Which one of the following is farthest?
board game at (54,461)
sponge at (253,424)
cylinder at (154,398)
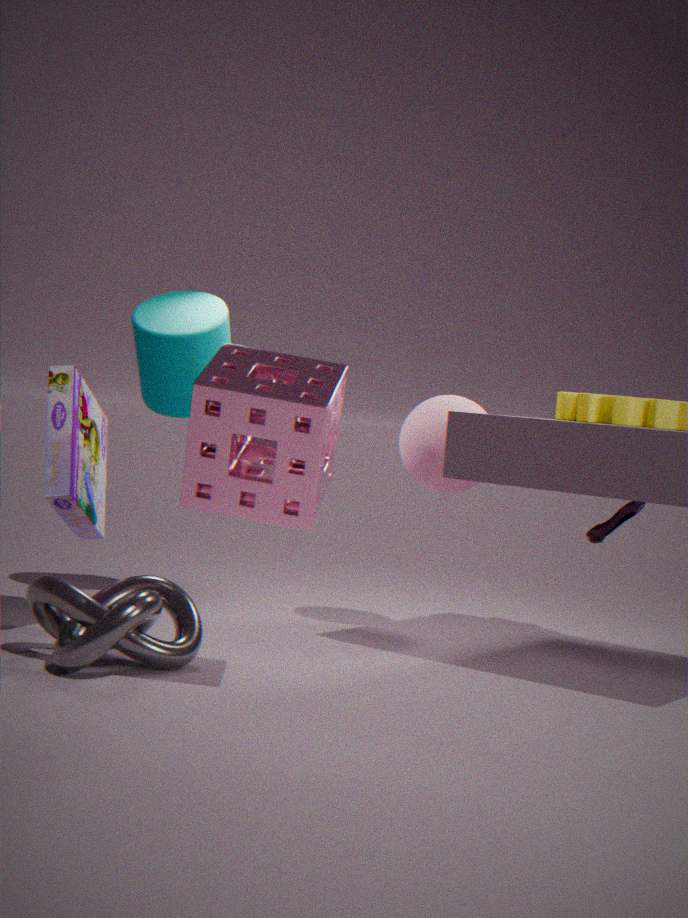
cylinder at (154,398)
